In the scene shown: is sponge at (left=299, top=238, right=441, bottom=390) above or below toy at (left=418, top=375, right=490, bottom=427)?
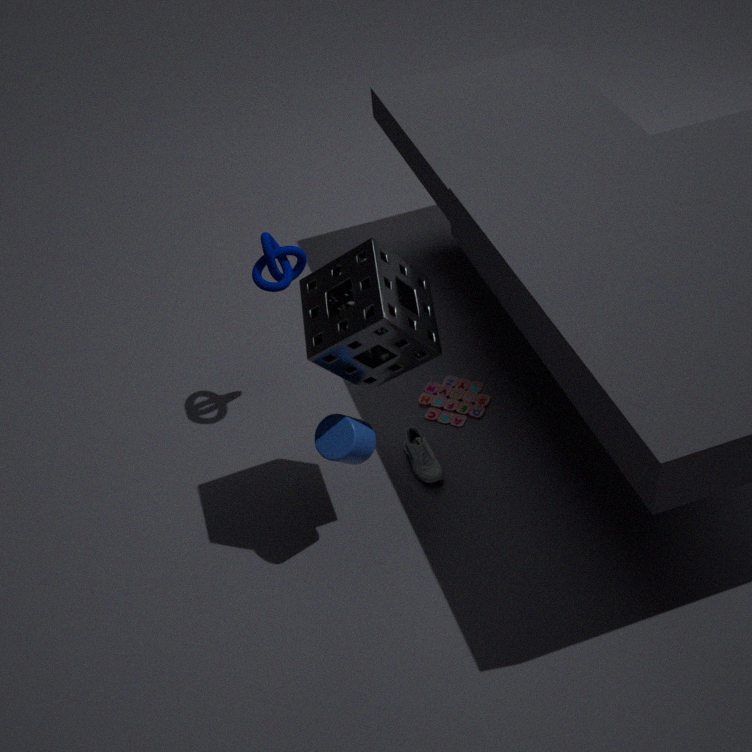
above
